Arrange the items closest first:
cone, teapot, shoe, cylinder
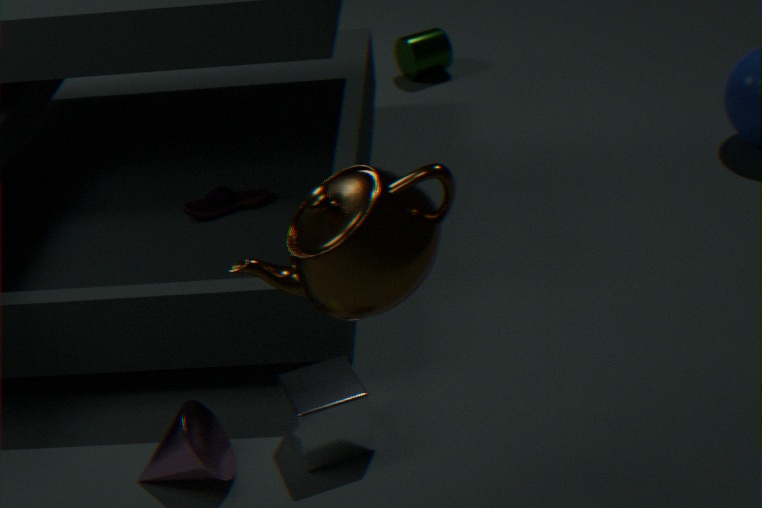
teapot → cone → shoe → cylinder
